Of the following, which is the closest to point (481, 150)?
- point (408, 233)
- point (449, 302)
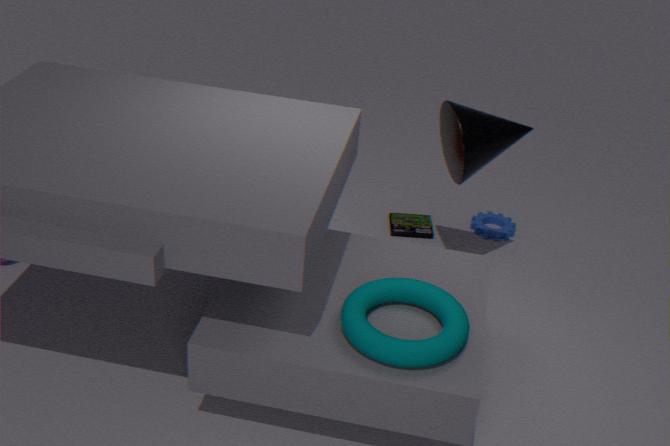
point (408, 233)
